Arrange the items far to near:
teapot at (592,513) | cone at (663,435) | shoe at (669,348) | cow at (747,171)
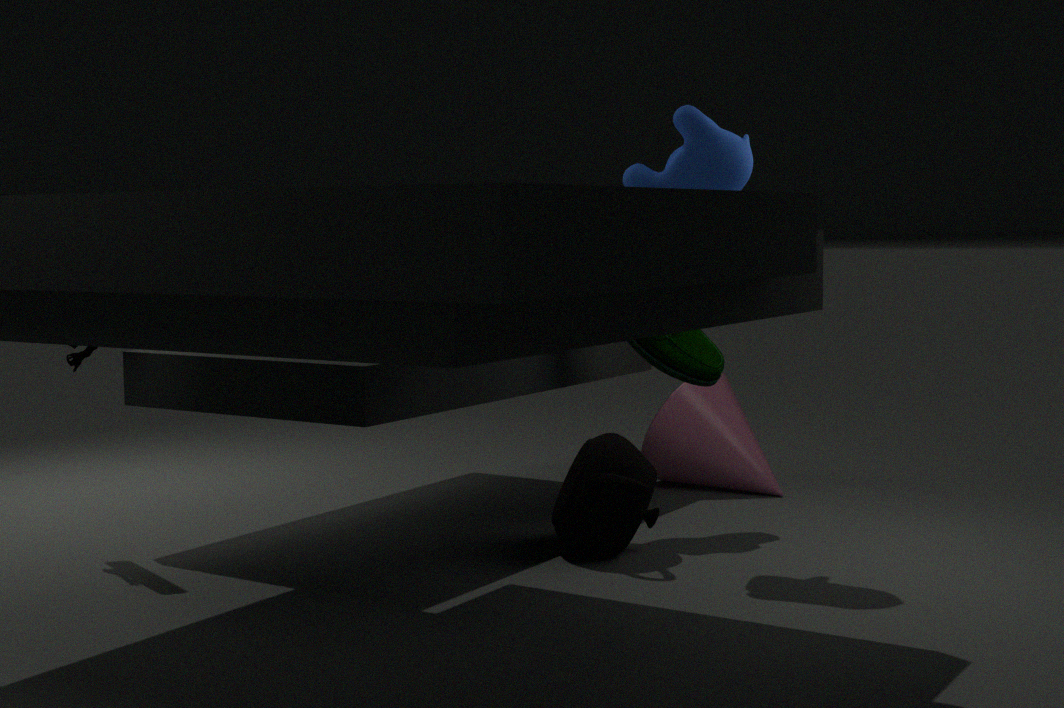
cone at (663,435)
shoe at (669,348)
teapot at (592,513)
cow at (747,171)
